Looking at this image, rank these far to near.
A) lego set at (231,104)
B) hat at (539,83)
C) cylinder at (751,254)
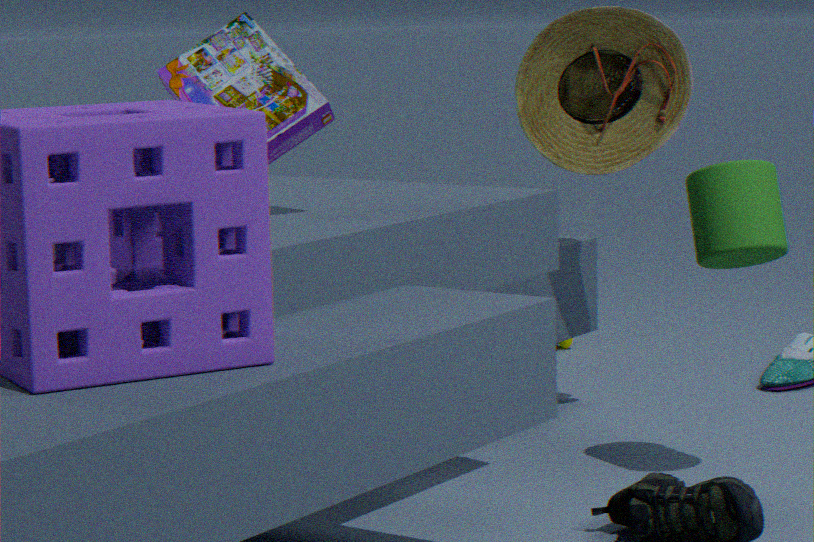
hat at (539,83) → cylinder at (751,254) → lego set at (231,104)
